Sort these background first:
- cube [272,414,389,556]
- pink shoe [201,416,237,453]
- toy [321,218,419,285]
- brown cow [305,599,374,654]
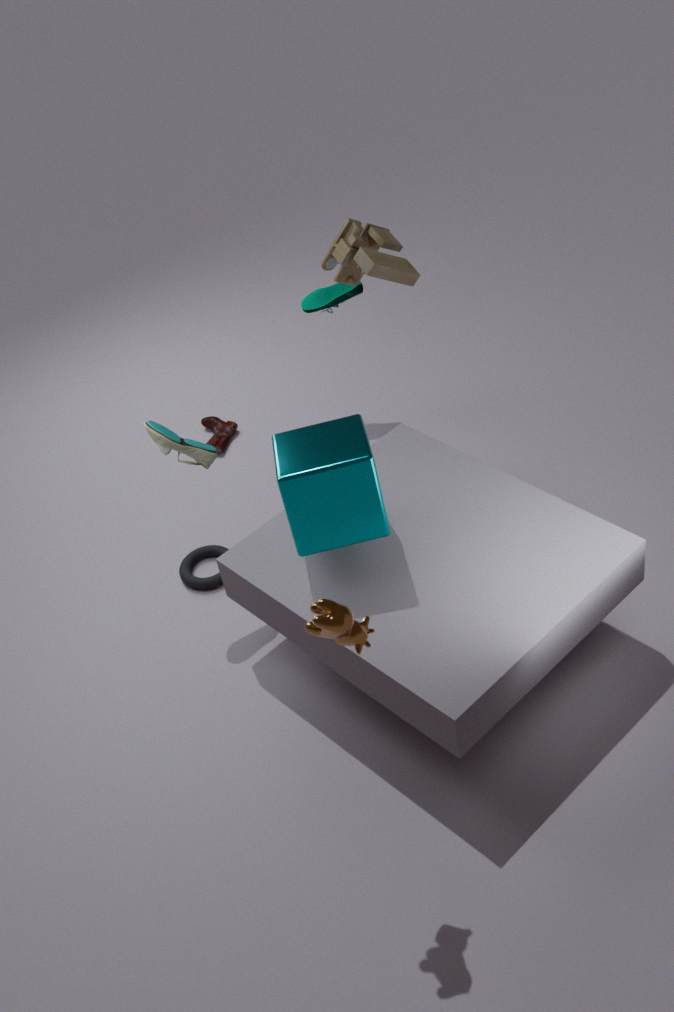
pink shoe [201,416,237,453]
toy [321,218,419,285]
cube [272,414,389,556]
brown cow [305,599,374,654]
